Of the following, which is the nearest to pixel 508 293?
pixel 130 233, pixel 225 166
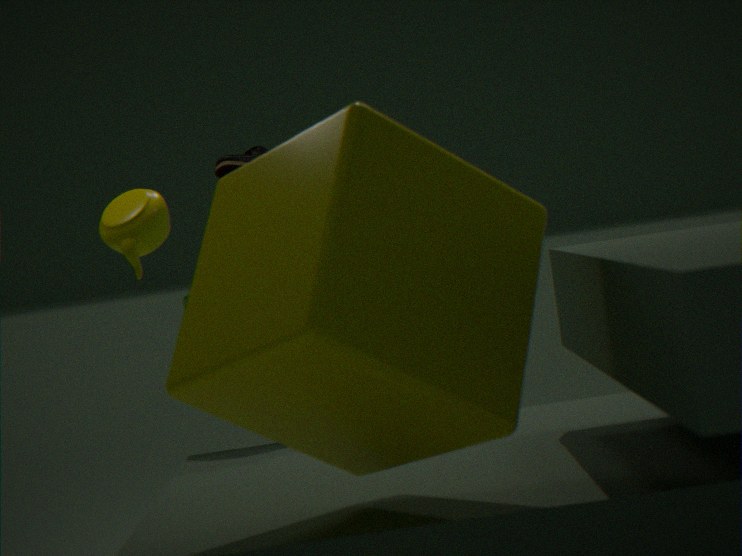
pixel 130 233
